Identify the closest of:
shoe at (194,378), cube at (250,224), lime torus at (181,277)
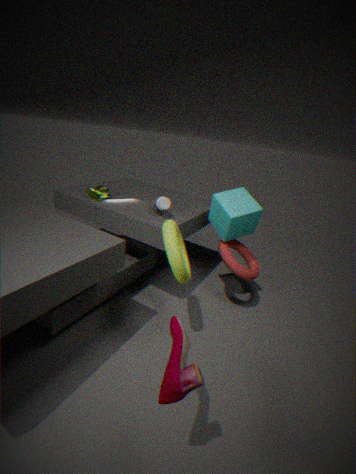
shoe at (194,378)
